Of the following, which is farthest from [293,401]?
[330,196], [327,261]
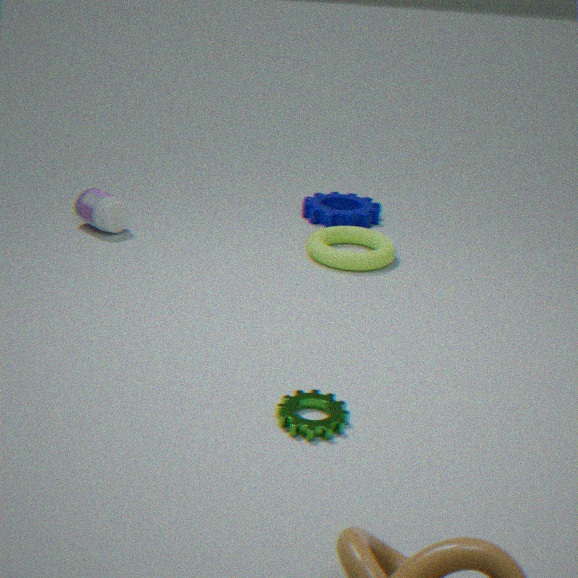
[330,196]
